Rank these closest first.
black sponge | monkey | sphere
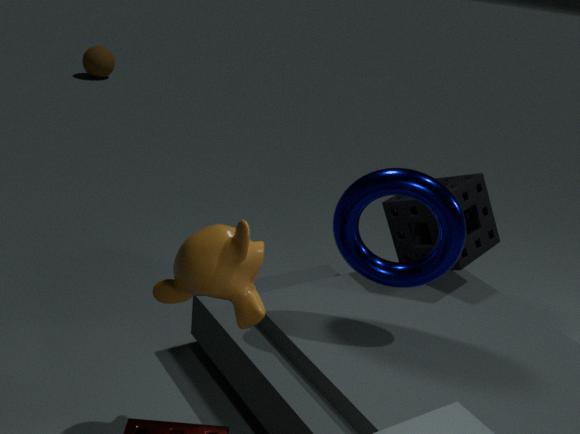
monkey
black sponge
sphere
